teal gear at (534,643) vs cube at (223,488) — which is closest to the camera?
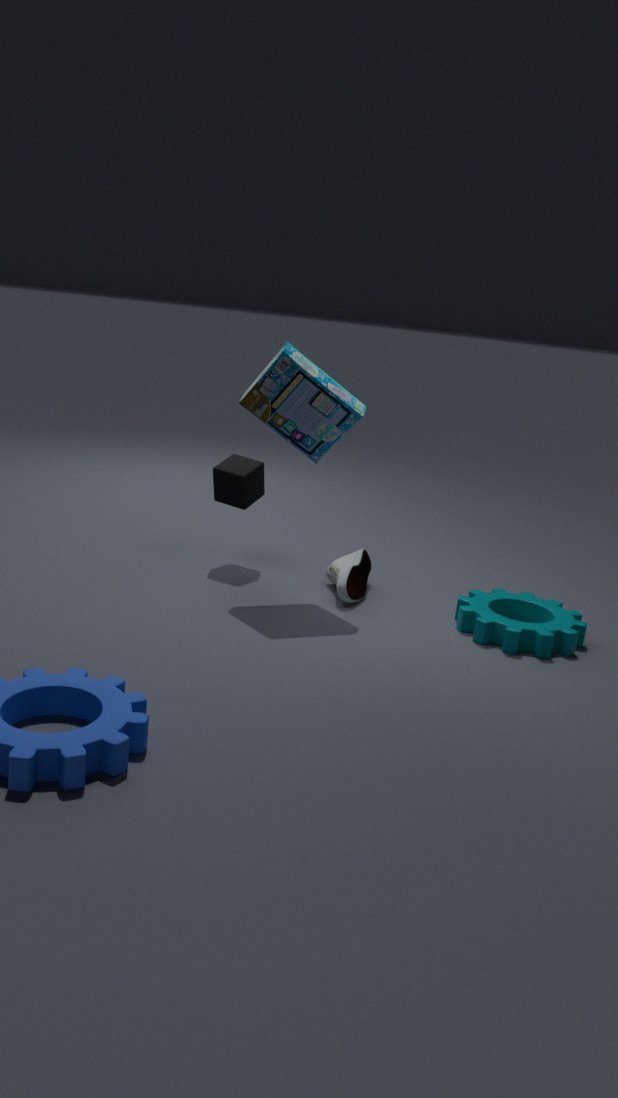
teal gear at (534,643)
